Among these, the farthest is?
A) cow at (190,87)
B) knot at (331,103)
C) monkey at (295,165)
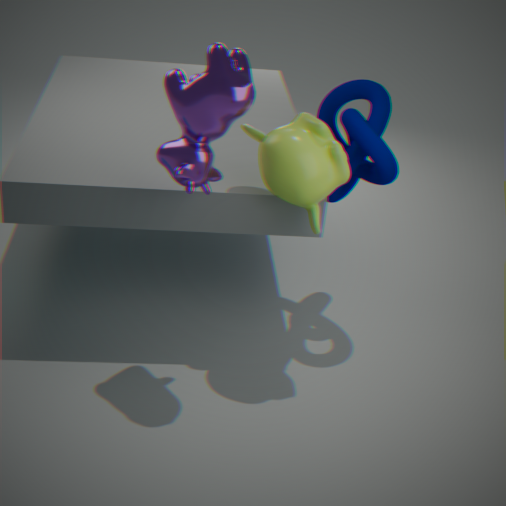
knot at (331,103)
